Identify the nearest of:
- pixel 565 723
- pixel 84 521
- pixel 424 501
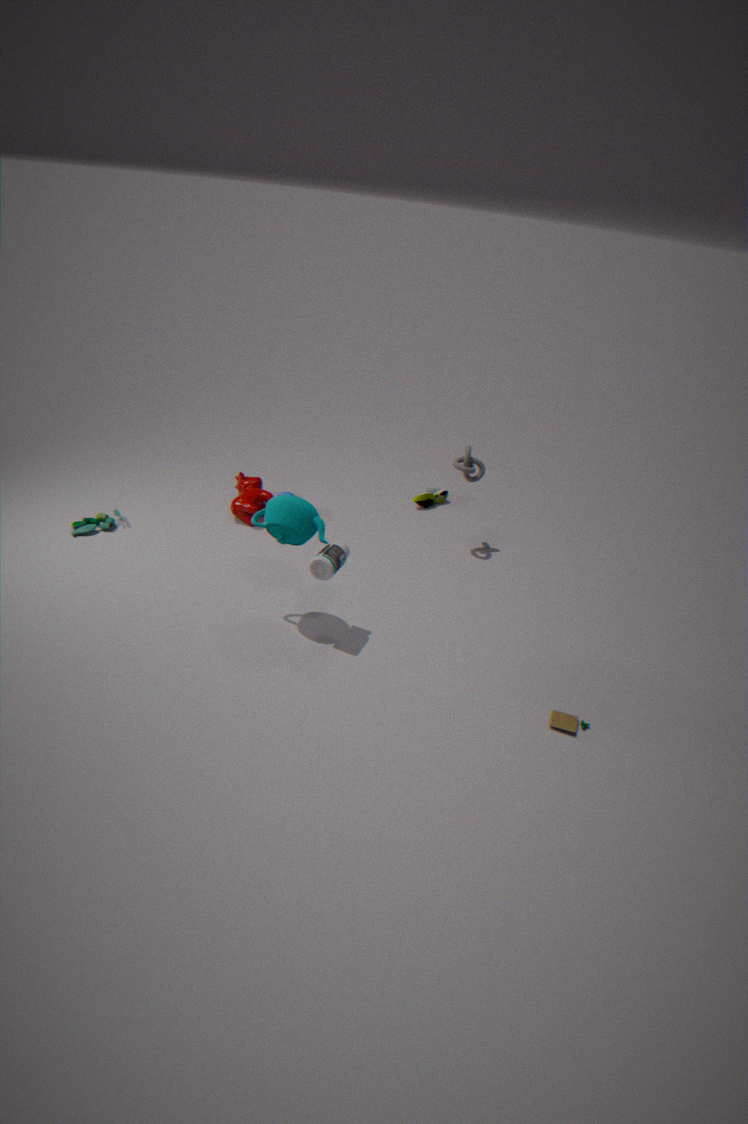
pixel 565 723
